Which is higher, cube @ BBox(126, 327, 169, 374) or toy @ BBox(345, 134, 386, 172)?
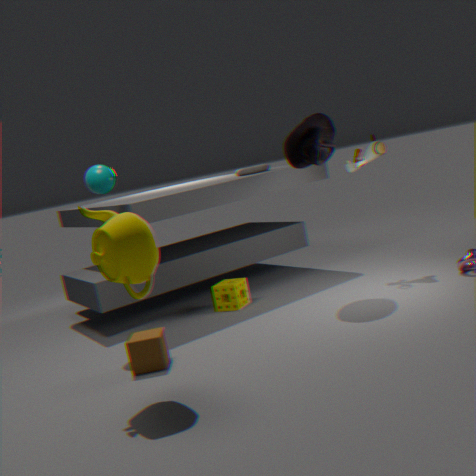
toy @ BBox(345, 134, 386, 172)
